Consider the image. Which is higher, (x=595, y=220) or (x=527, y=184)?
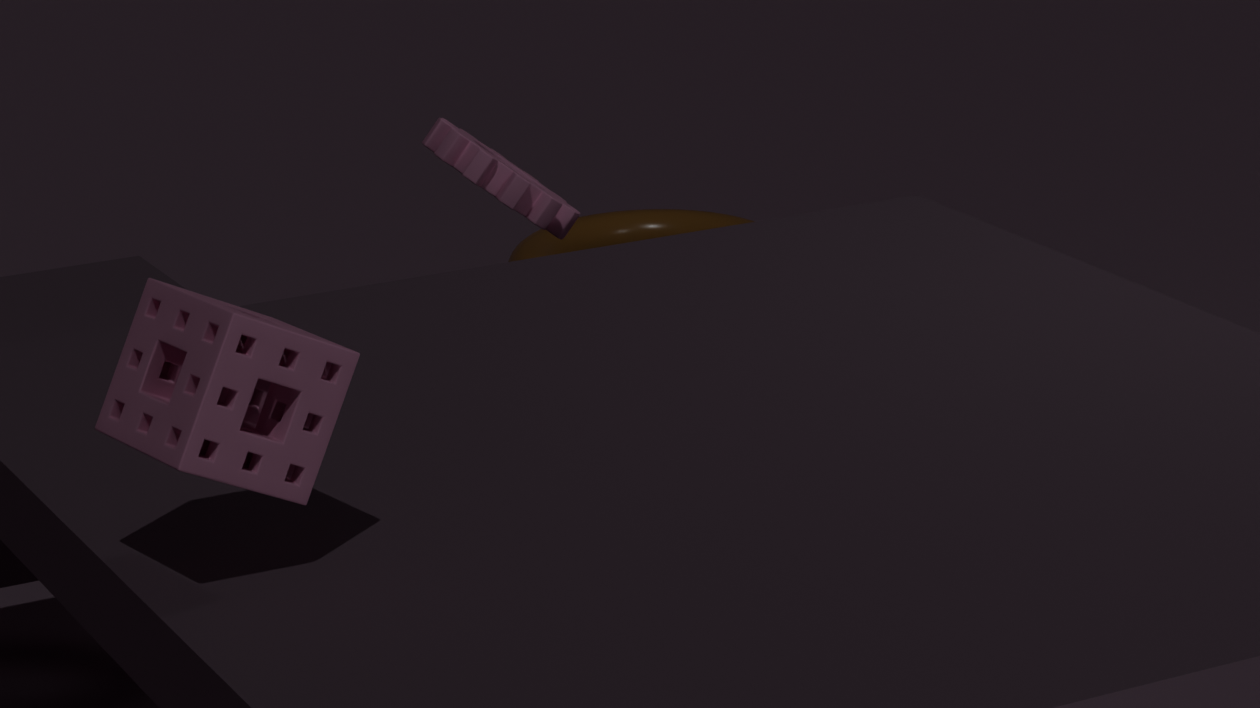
(x=527, y=184)
